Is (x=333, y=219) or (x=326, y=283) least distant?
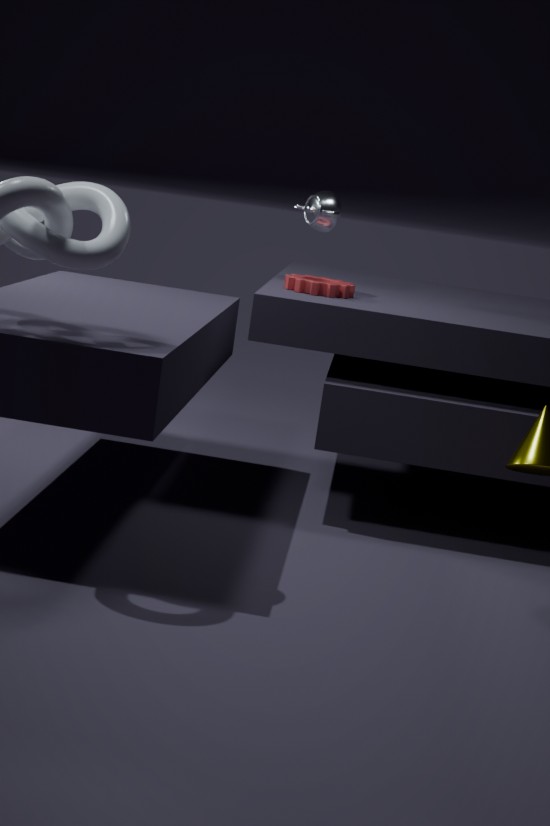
(x=326, y=283)
